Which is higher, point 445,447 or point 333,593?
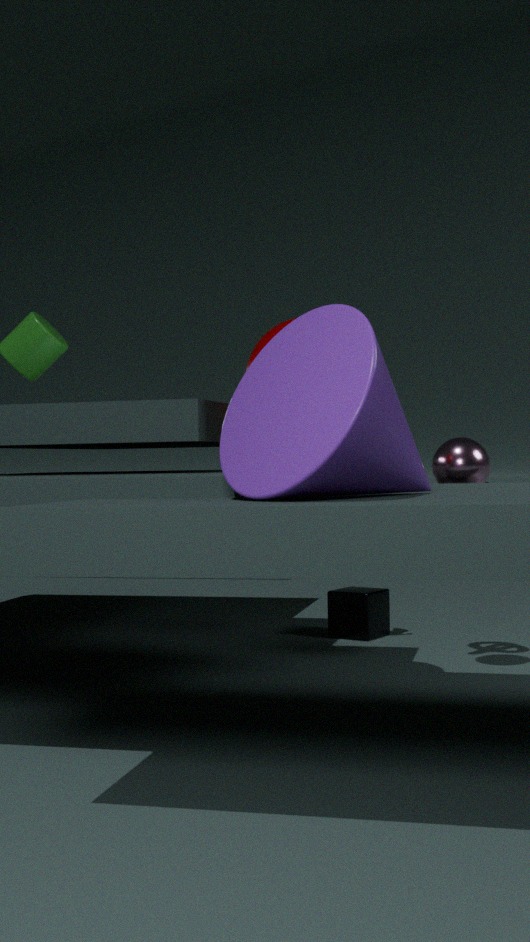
point 445,447
